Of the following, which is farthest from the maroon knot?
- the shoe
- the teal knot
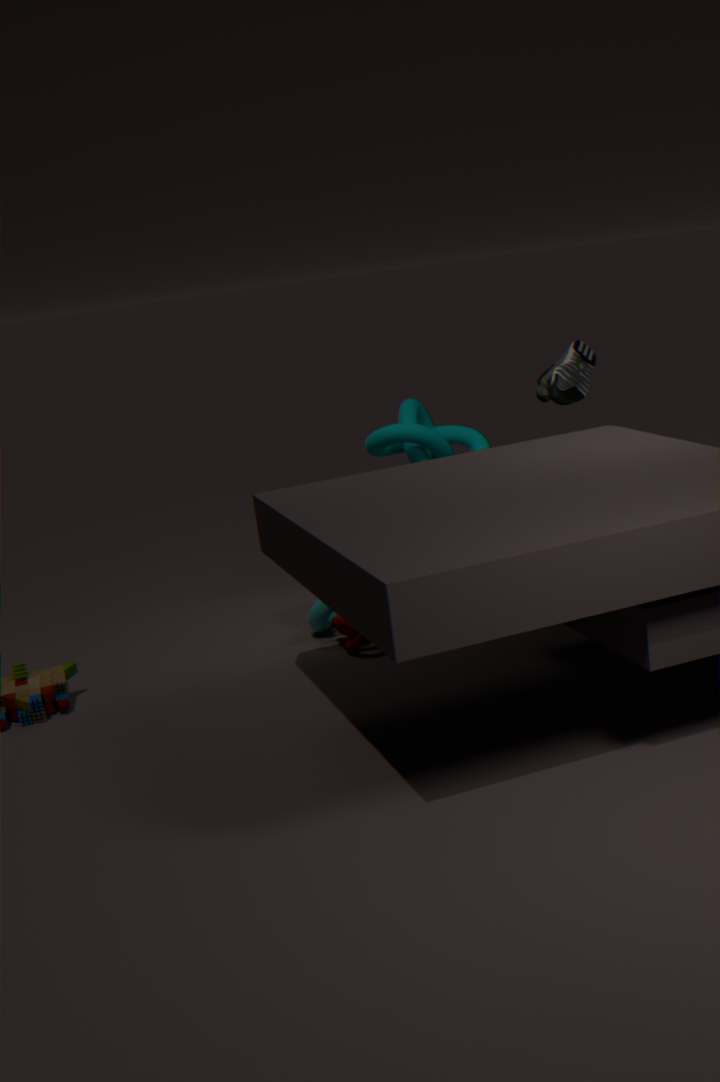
the shoe
